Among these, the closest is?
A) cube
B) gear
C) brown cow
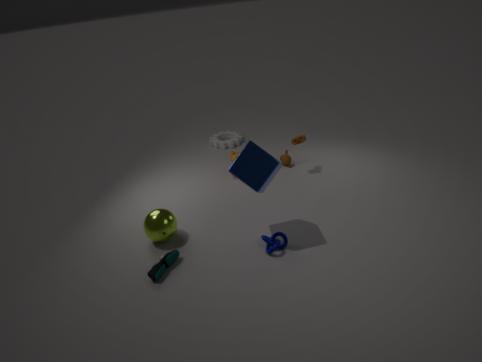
cube
